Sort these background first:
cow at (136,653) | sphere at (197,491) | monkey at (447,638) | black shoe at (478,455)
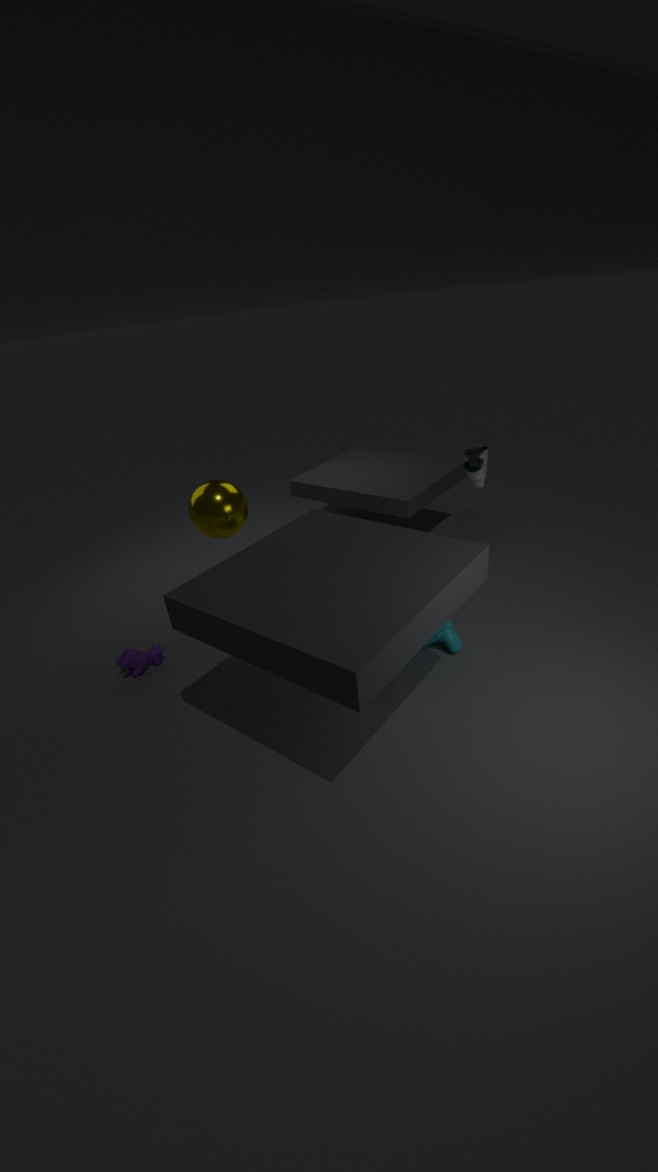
1. sphere at (197,491)
2. black shoe at (478,455)
3. cow at (136,653)
4. monkey at (447,638)
